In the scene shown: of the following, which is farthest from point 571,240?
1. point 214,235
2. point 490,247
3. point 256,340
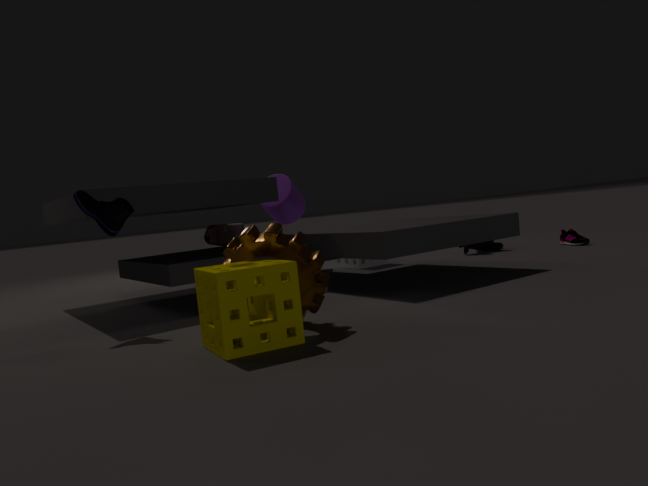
point 256,340
